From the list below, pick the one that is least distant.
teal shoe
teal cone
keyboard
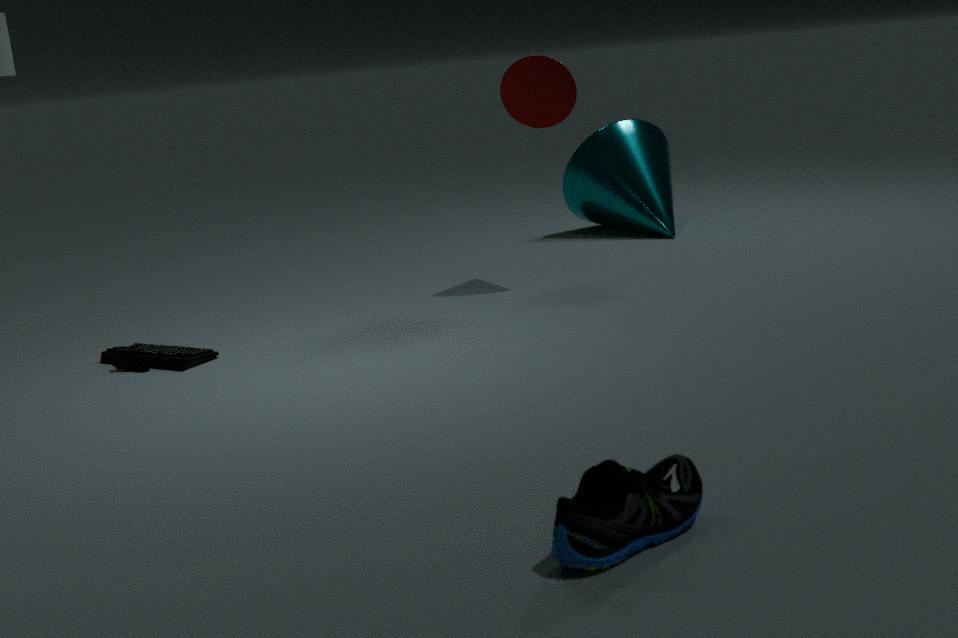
teal shoe
